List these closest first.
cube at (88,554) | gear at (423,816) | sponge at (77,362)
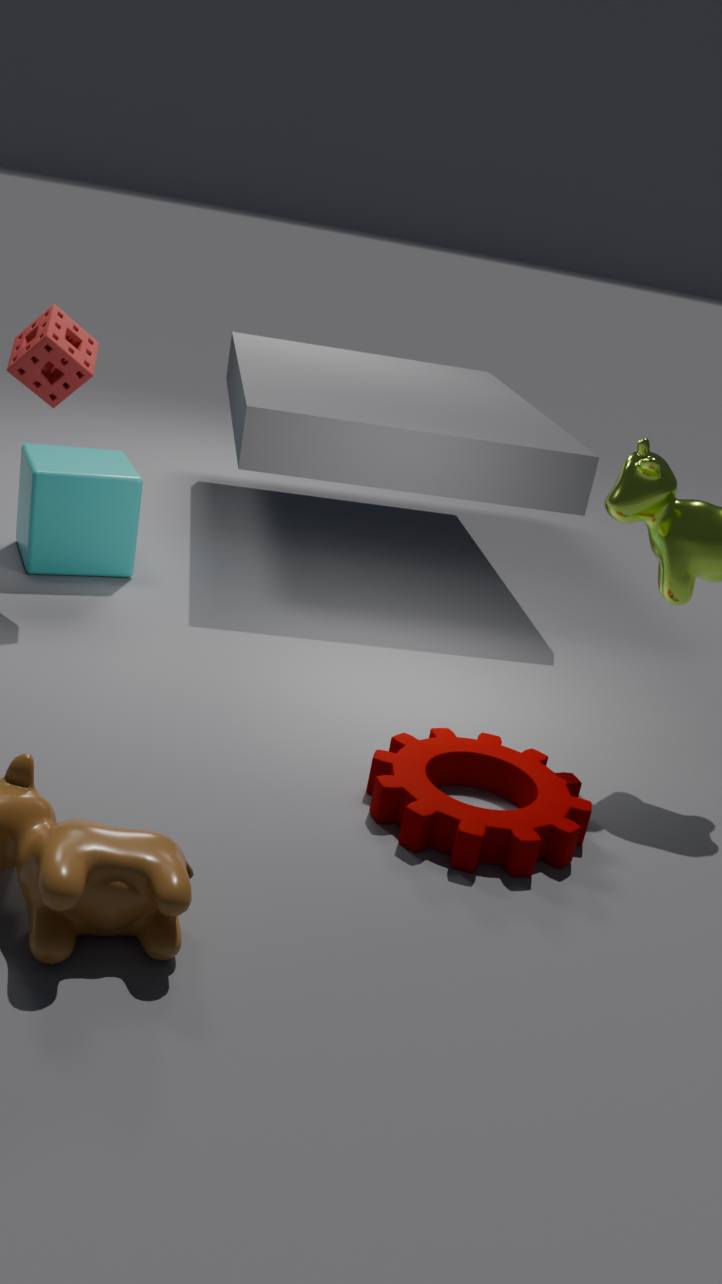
1. gear at (423,816)
2. sponge at (77,362)
3. cube at (88,554)
